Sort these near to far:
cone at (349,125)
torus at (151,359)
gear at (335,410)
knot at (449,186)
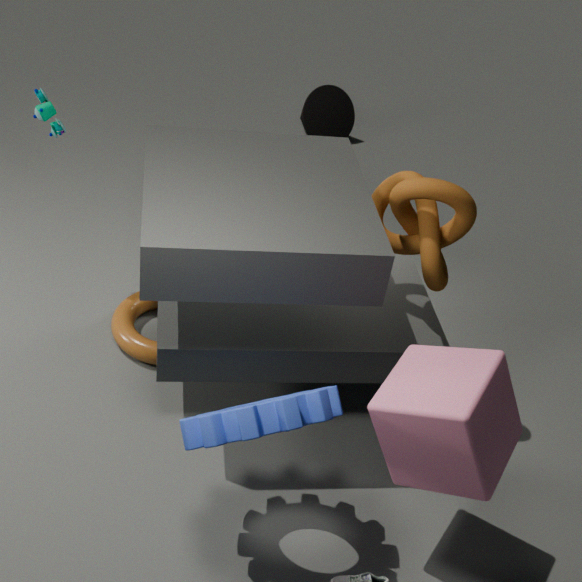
gear at (335,410) < knot at (449,186) < torus at (151,359) < cone at (349,125)
